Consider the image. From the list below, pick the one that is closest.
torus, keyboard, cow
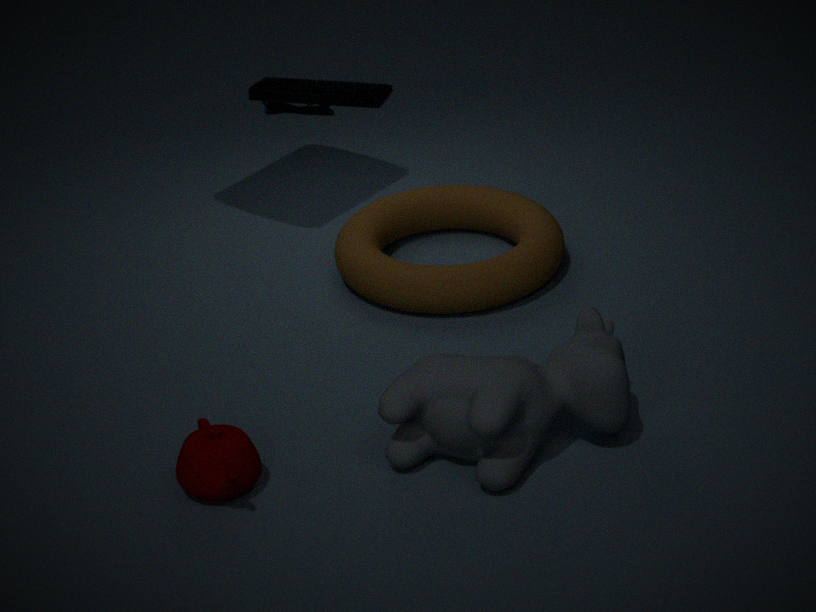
cow
